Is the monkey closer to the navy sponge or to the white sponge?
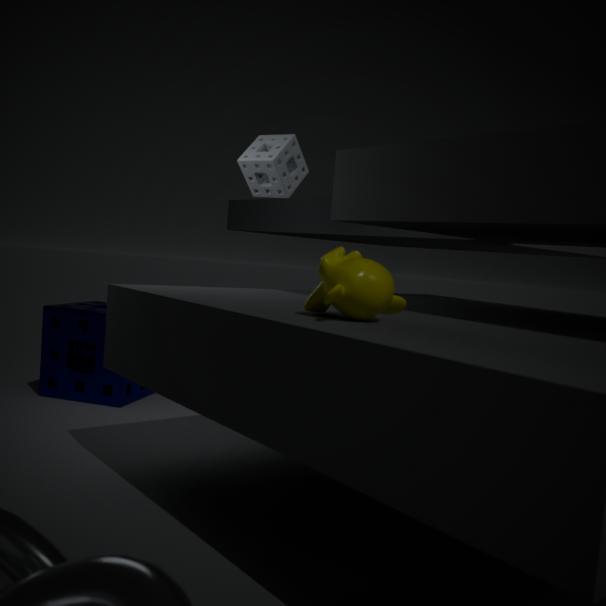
the white sponge
